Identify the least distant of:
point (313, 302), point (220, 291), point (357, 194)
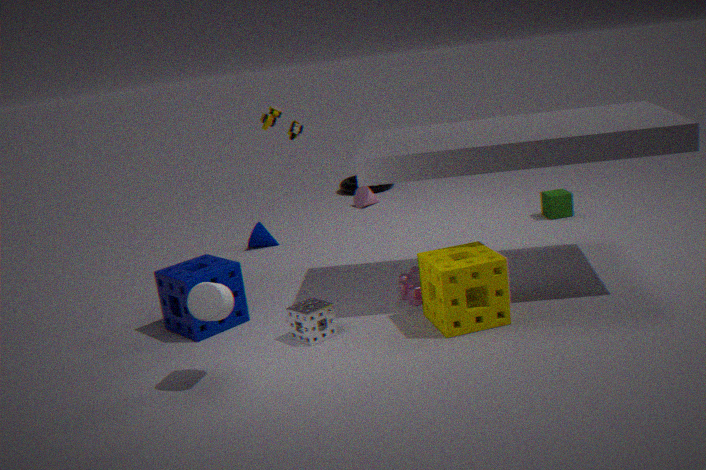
point (220, 291)
